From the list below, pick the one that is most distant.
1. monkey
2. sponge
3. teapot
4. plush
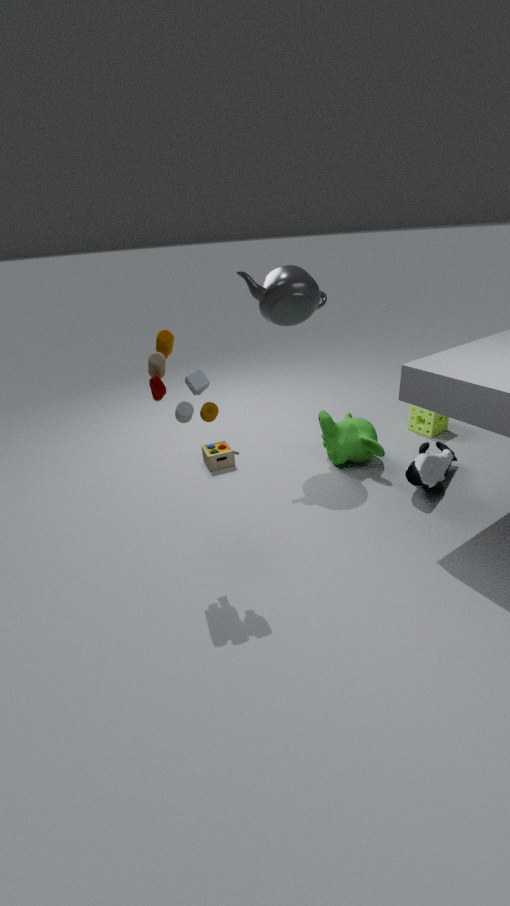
sponge
